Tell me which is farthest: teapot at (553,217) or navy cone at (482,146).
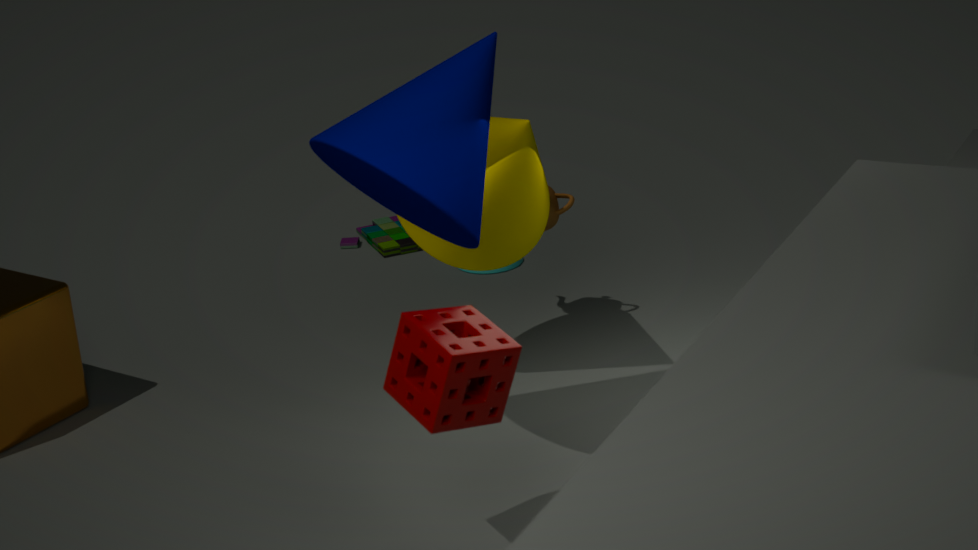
teapot at (553,217)
